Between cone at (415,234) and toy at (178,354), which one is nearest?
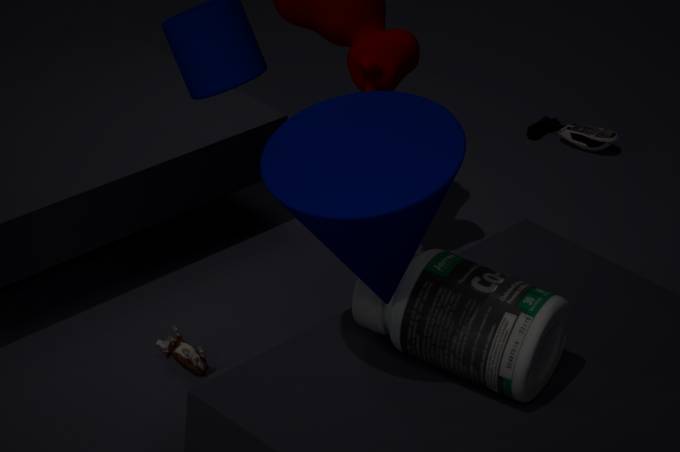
cone at (415,234)
